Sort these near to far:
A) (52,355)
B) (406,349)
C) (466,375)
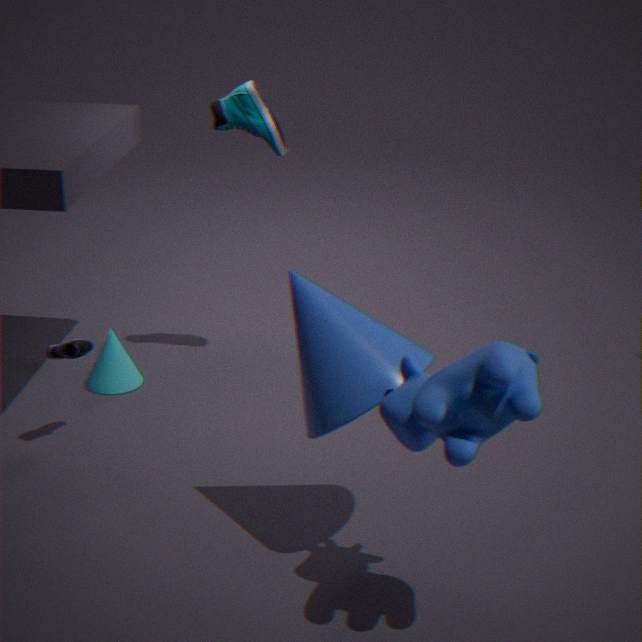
(466,375)
(406,349)
(52,355)
